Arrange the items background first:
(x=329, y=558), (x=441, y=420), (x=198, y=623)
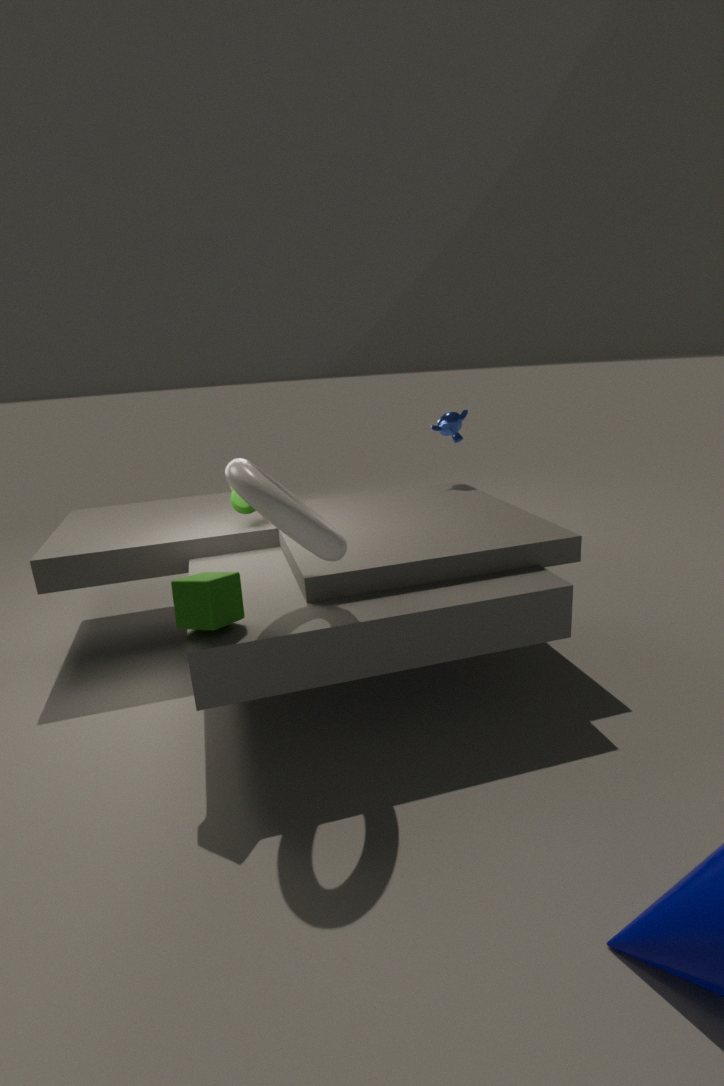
(x=441, y=420)
(x=198, y=623)
(x=329, y=558)
